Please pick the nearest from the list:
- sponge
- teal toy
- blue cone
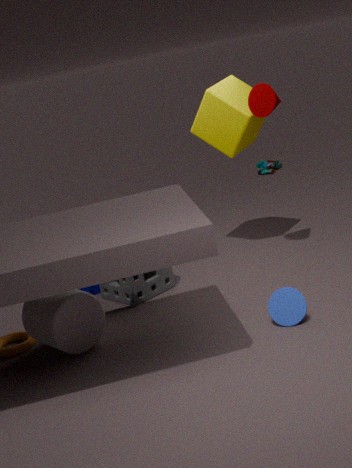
blue cone
